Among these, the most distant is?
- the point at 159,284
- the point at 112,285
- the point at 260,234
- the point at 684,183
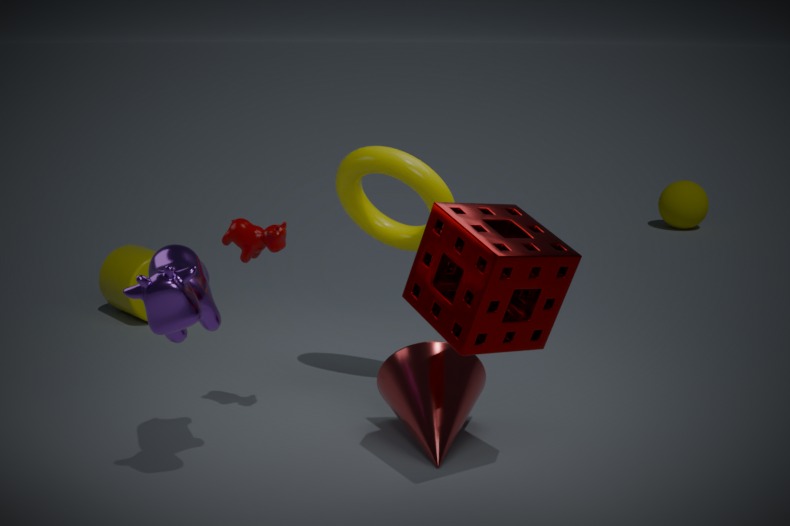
the point at 684,183
